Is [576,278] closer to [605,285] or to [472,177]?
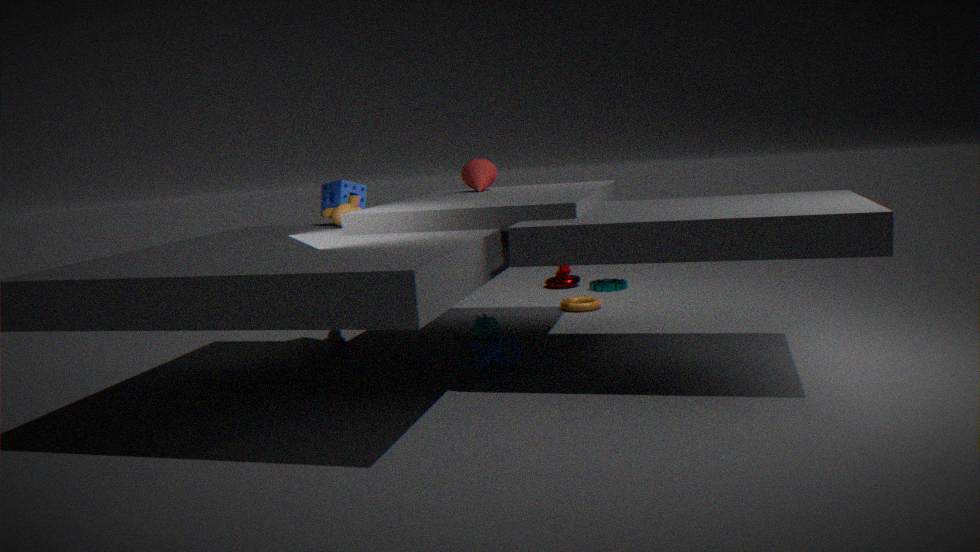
[605,285]
